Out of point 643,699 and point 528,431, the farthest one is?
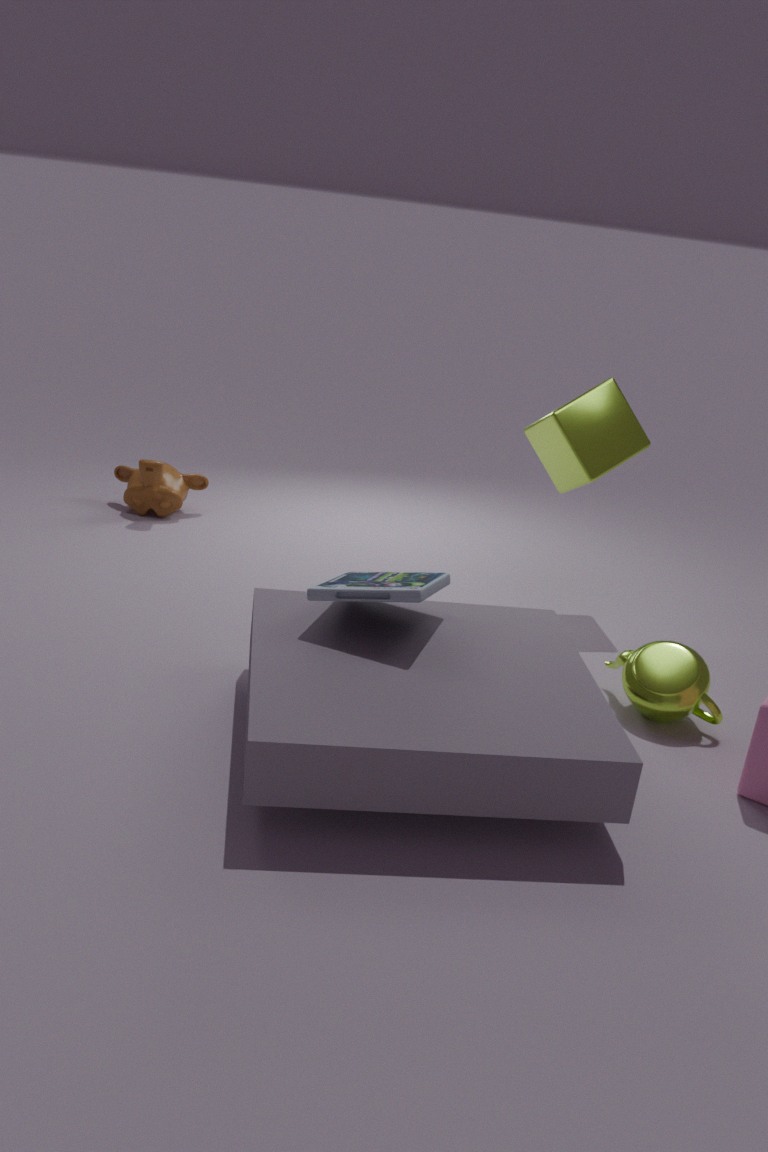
point 528,431
